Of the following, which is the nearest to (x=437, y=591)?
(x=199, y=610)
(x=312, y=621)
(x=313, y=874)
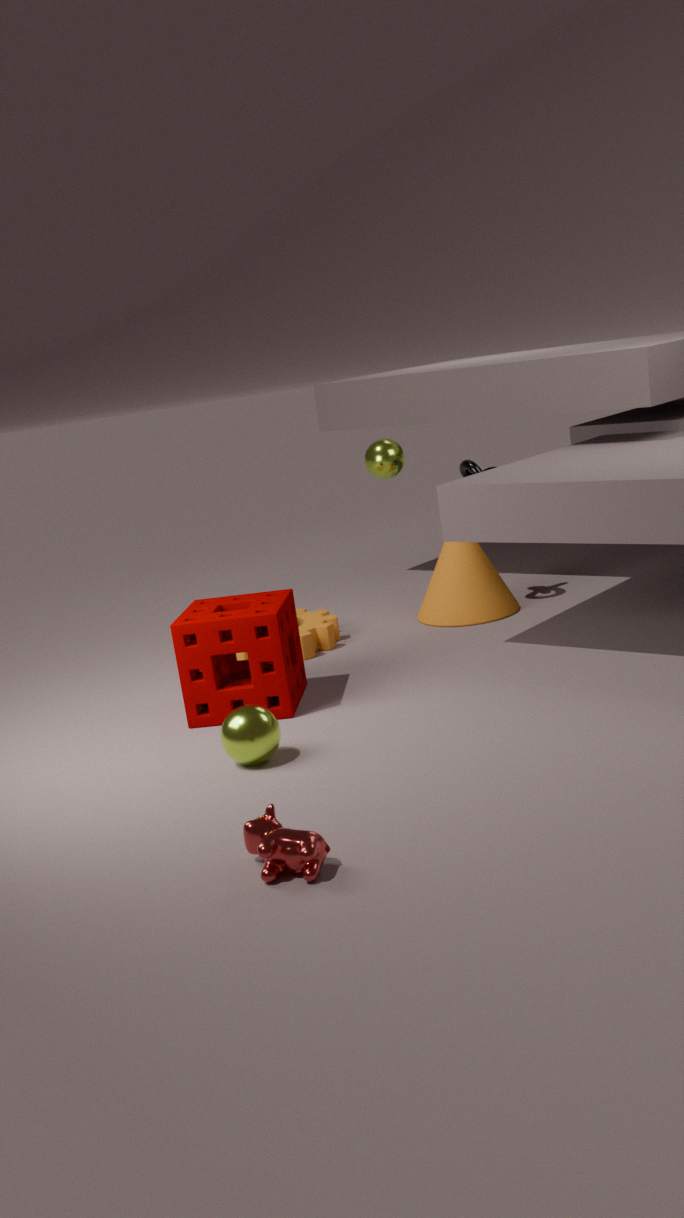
(x=312, y=621)
